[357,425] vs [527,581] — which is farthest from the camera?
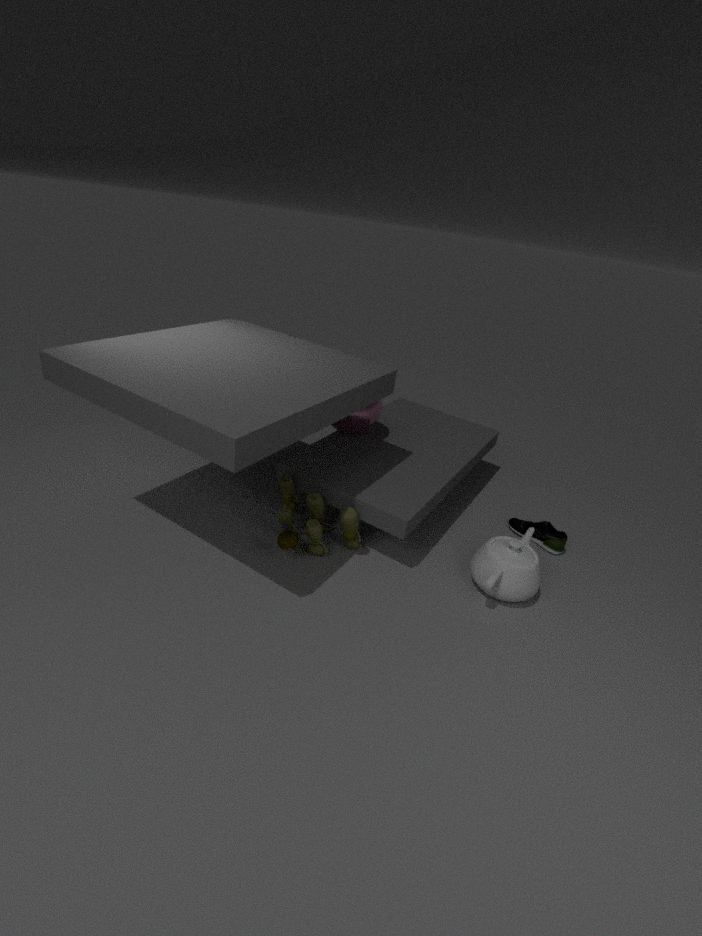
[357,425]
